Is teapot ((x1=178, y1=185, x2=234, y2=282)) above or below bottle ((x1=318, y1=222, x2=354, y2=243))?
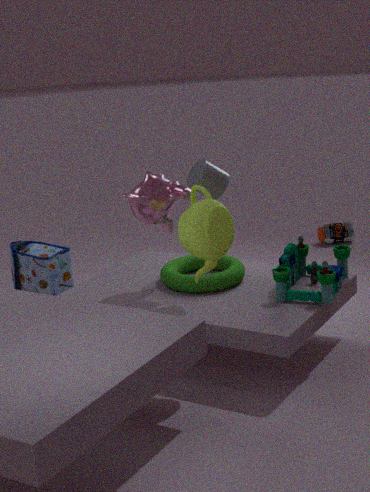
above
